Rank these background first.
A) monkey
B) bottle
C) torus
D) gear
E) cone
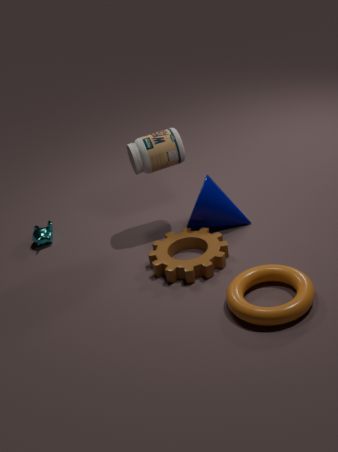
monkey → bottle → cone → gear → torus
